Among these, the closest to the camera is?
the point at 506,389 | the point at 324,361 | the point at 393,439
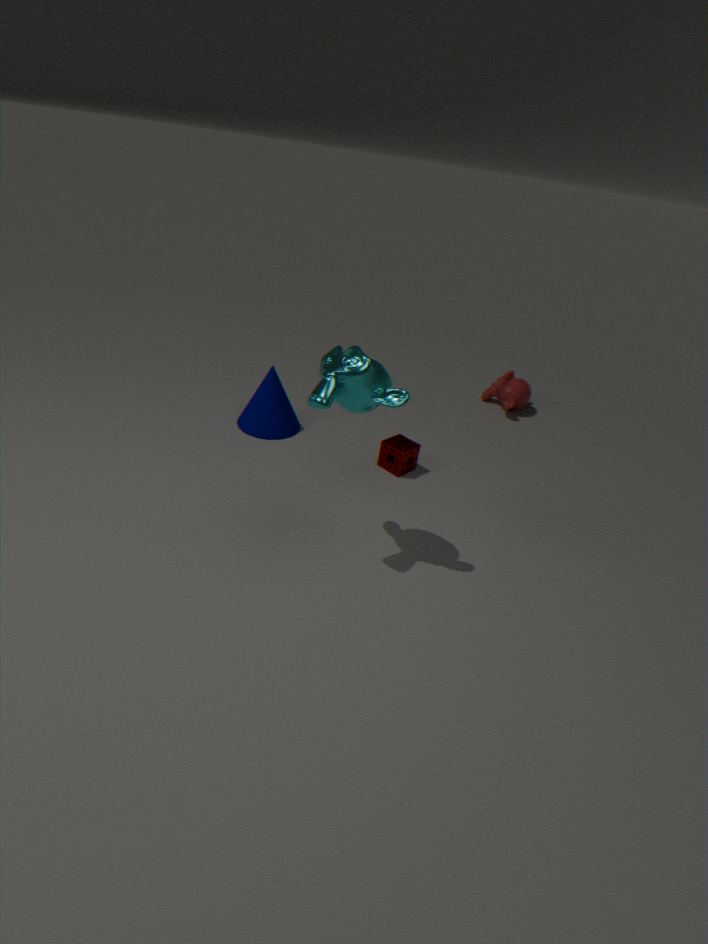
the point at 324,361
